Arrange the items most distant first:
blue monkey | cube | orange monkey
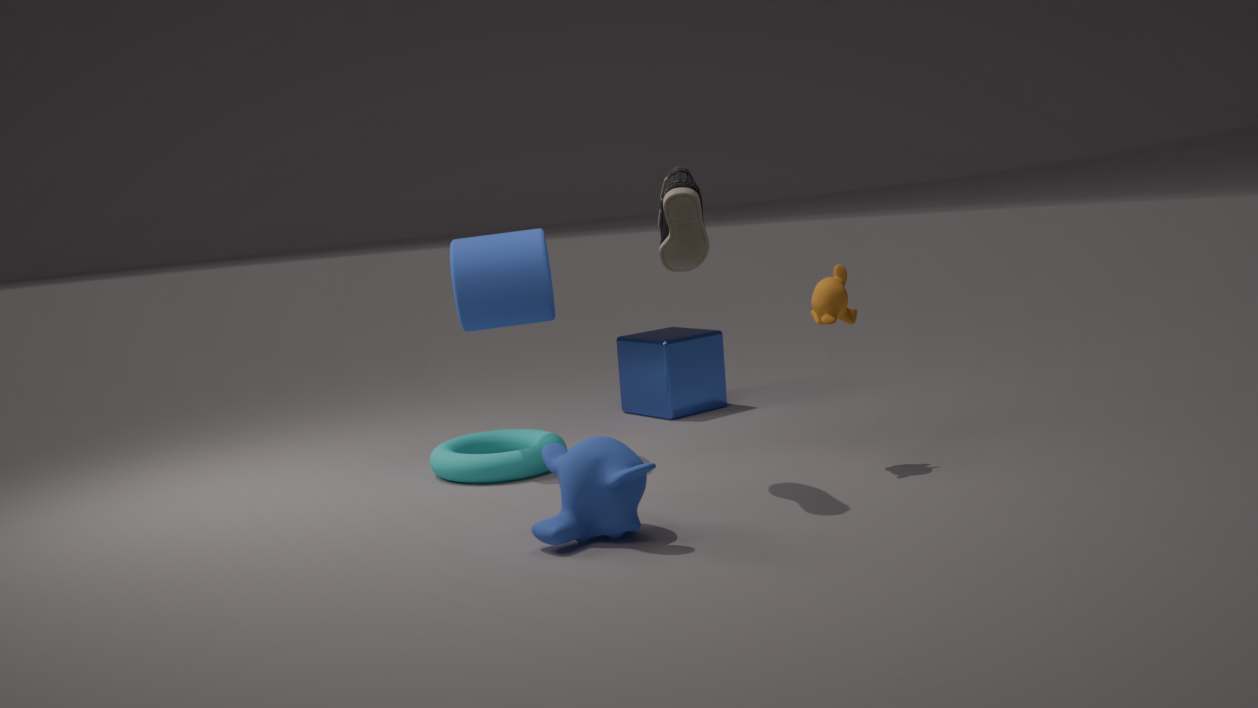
cube → orange monkey → blue monkey
